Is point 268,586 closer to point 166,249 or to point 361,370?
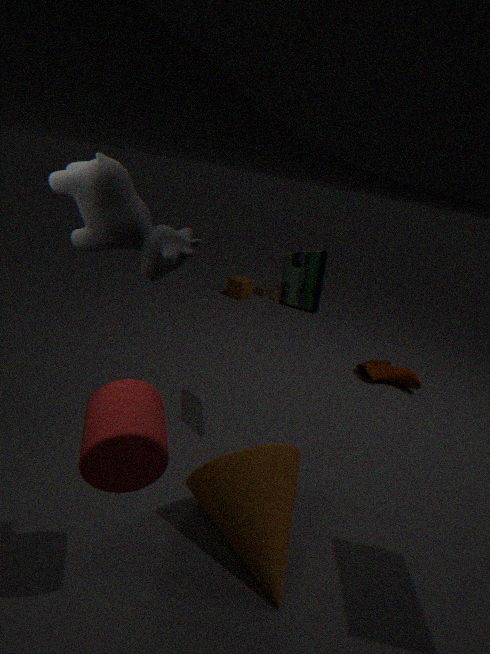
point 166,249
